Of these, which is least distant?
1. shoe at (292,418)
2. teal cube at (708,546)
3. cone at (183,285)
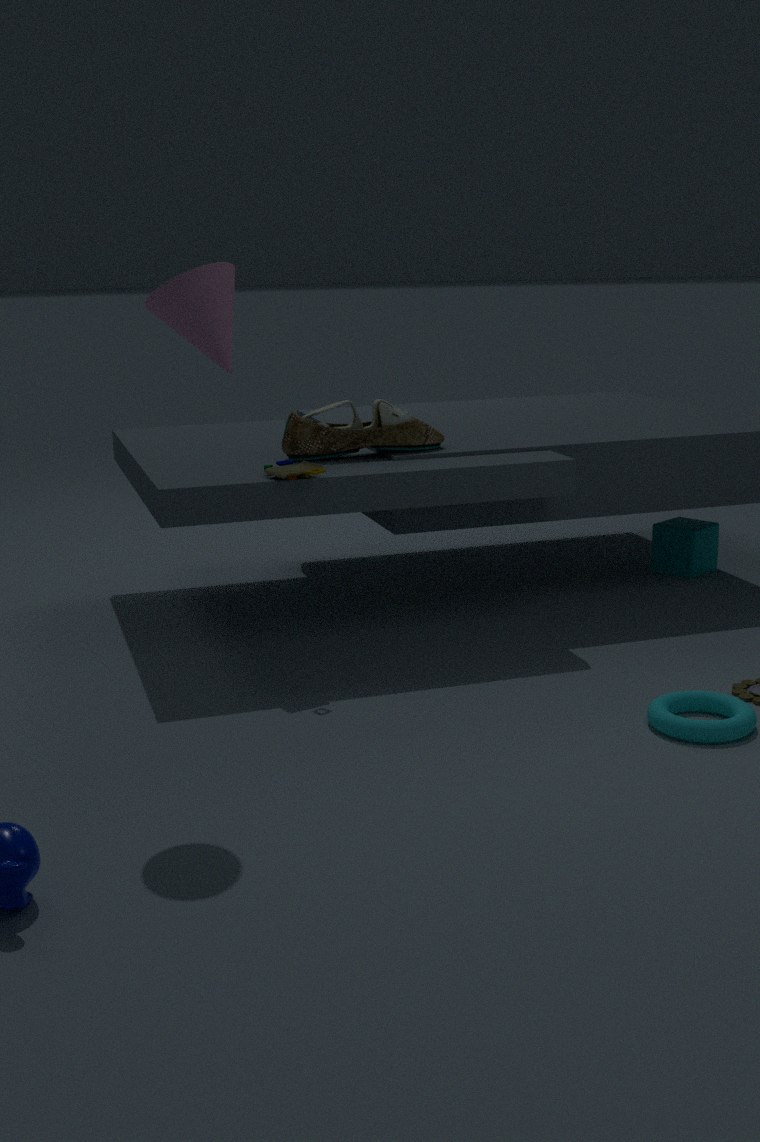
cone at (183,285)
